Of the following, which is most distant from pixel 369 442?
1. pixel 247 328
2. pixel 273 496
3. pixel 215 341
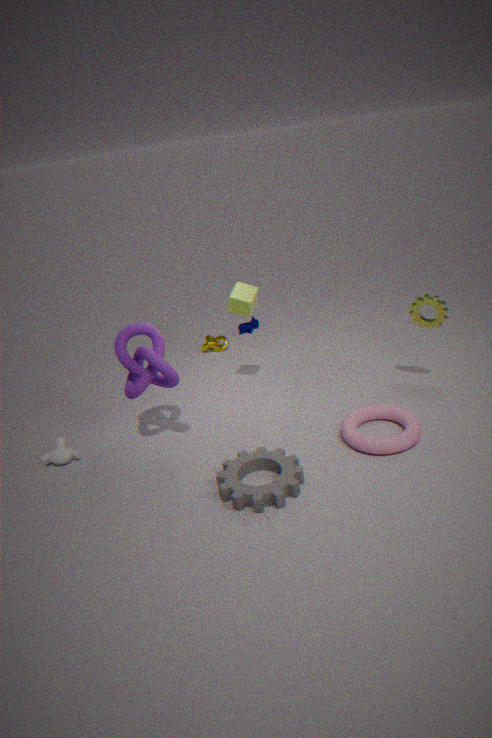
pixel 247 328
